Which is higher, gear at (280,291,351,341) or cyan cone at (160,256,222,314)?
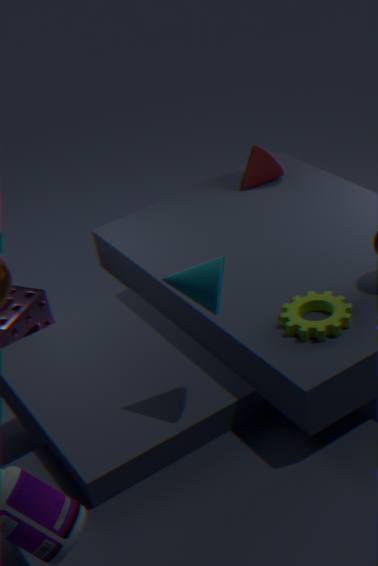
cyan cone at (160,256,222,314)
